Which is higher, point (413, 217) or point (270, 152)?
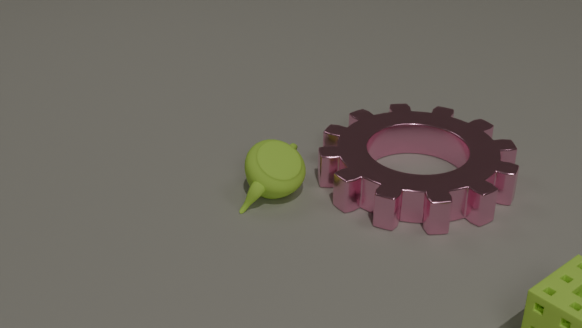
point (270, 152)
